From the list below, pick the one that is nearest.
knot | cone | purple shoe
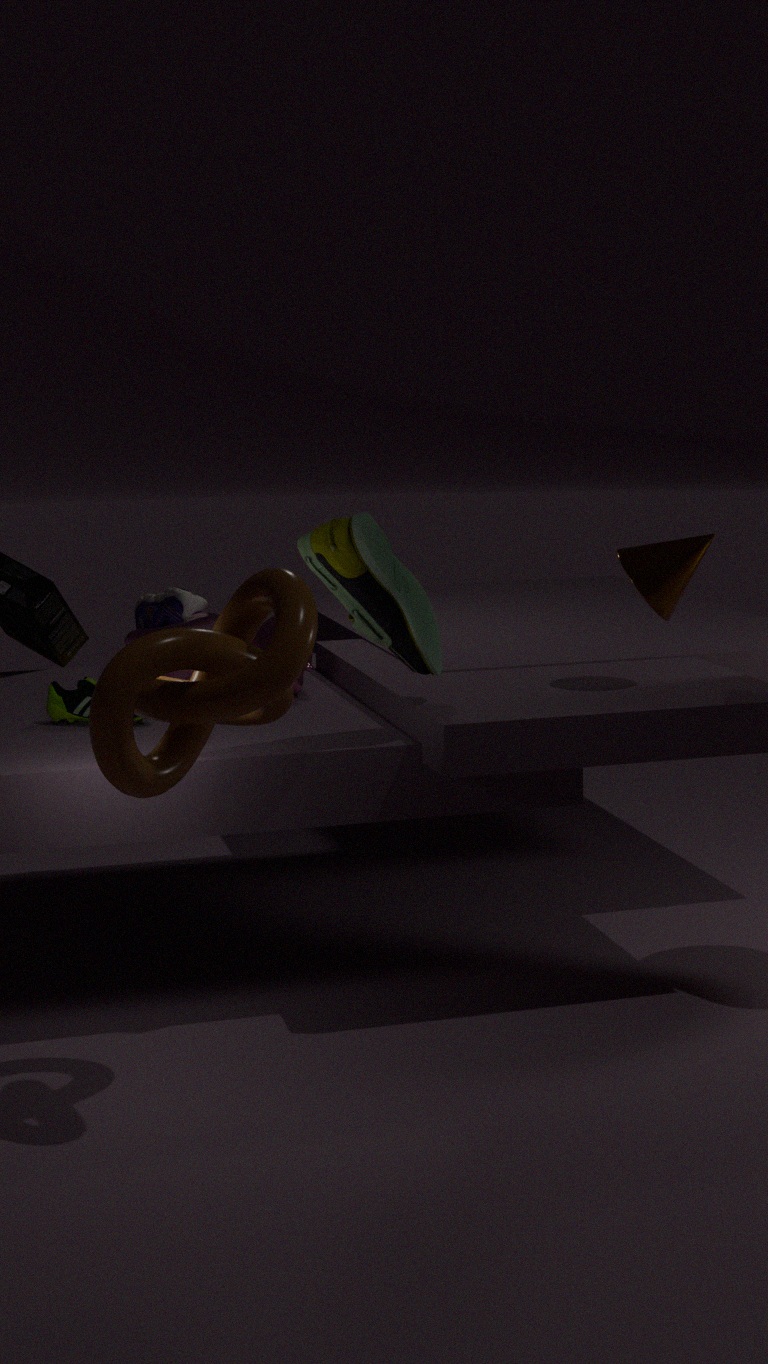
knot
